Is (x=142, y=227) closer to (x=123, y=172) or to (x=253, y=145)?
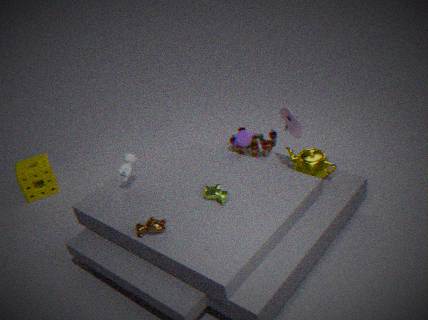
(x=123, y=172)
